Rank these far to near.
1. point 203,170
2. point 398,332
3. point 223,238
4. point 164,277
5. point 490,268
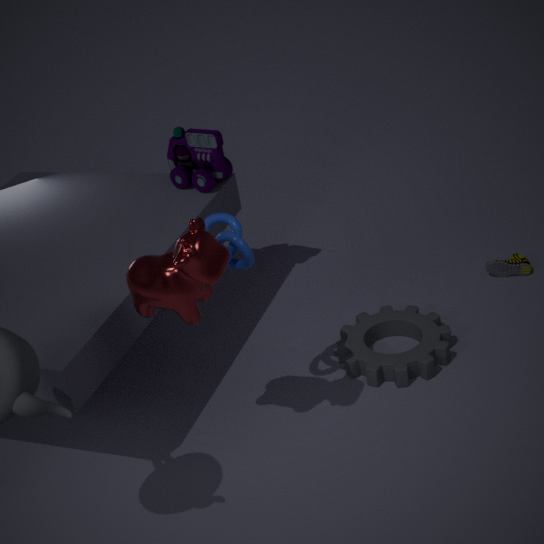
point 490,268 < point 203,170 < point 398,332 < point 223,238 < point 164,277
